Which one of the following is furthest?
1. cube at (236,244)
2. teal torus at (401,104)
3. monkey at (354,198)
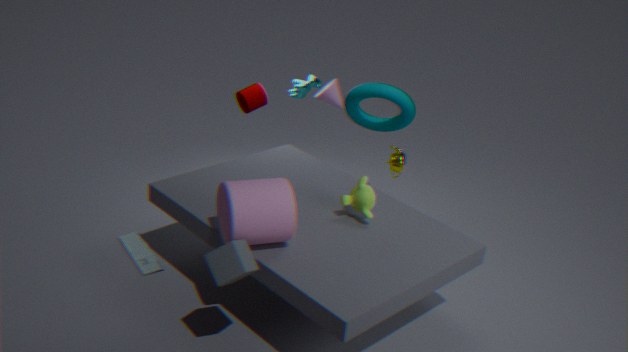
teal torus at (401,104)
